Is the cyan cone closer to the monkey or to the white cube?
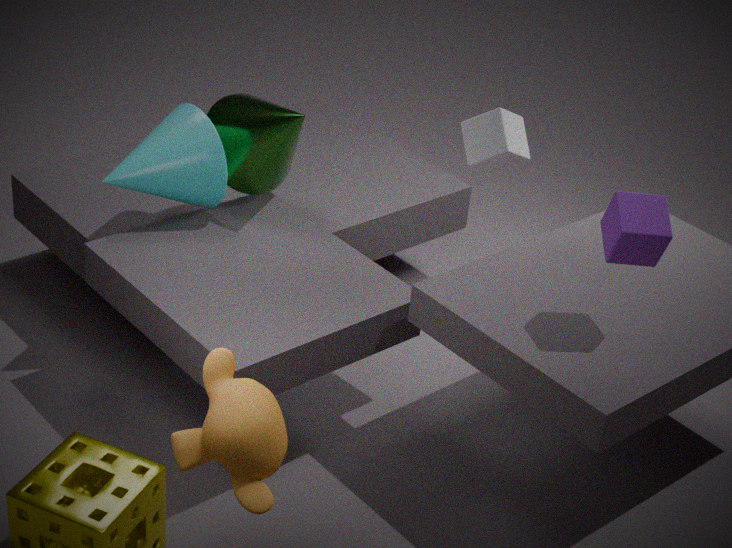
the white cube
